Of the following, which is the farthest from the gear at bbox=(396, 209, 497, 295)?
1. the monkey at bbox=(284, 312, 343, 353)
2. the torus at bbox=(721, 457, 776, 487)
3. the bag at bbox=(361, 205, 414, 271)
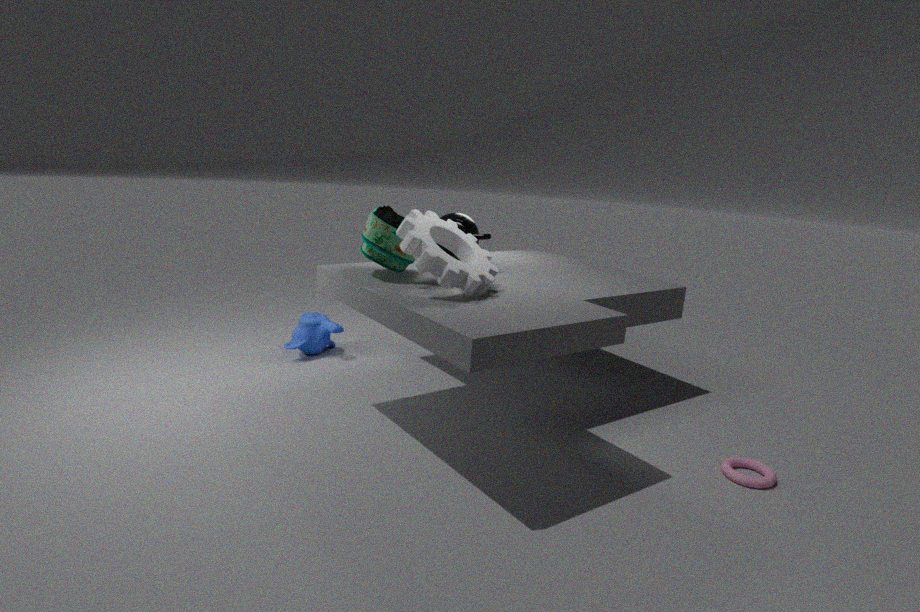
the torus at bbox=(721, 457, 776, 487)
